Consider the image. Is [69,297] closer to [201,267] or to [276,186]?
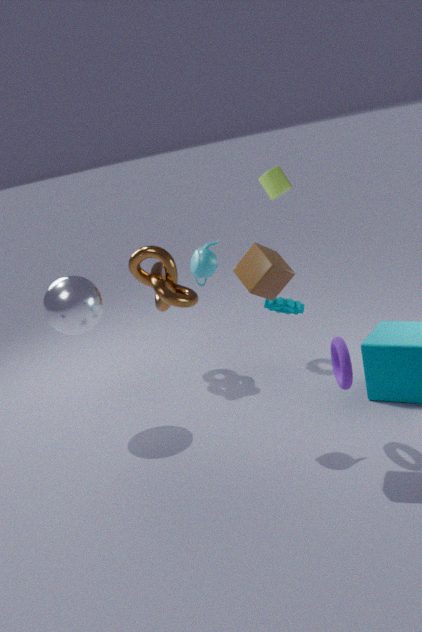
[201,267]
